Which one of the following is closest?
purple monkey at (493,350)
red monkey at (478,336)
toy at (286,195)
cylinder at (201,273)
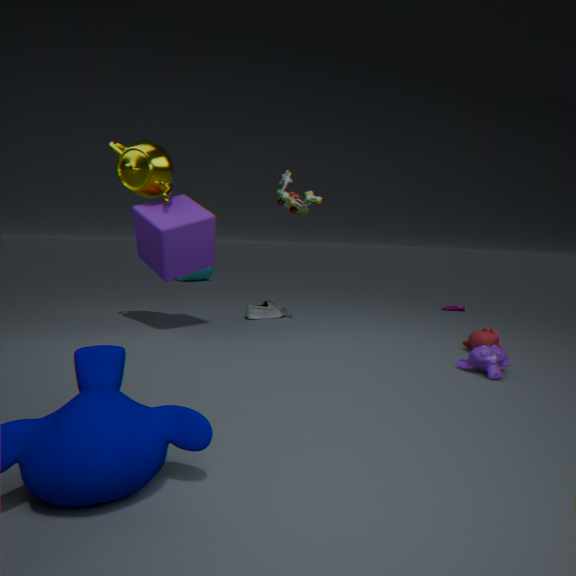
purple monkey at (493,350)
